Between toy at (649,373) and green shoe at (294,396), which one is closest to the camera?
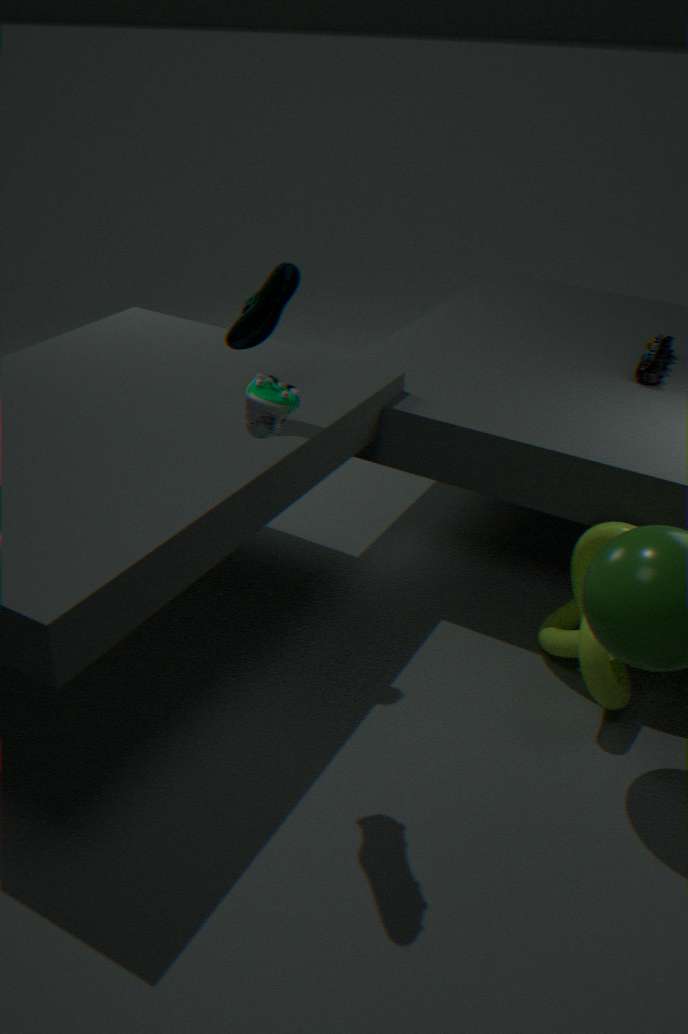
green shoe at (294,396)
